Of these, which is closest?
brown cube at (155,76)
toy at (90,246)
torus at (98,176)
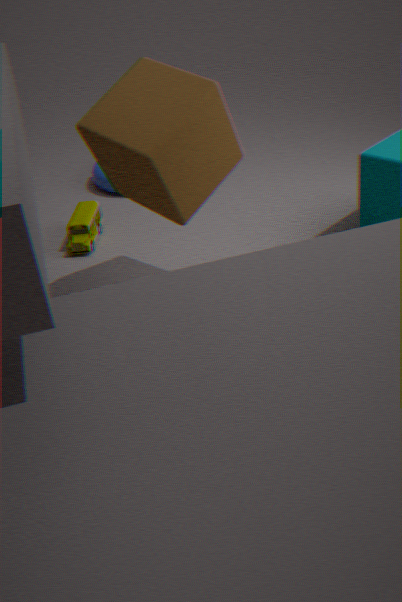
brown cube at (155,76)
